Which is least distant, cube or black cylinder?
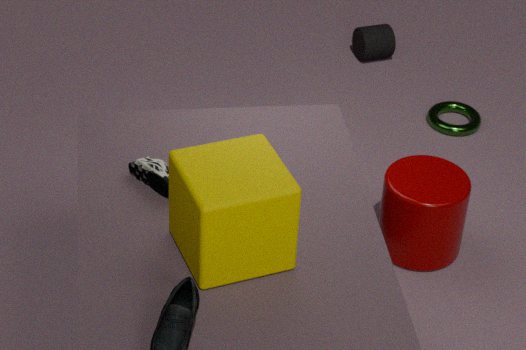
cube
